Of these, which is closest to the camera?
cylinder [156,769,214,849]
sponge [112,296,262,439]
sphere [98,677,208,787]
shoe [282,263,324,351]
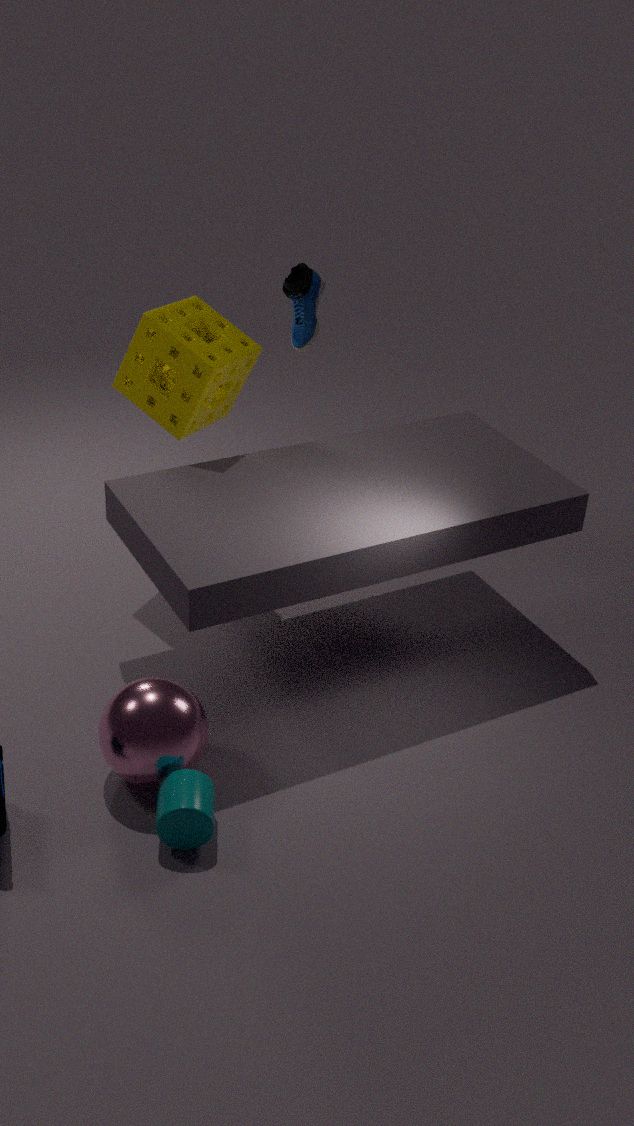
cylinder [156,769,214,849]
